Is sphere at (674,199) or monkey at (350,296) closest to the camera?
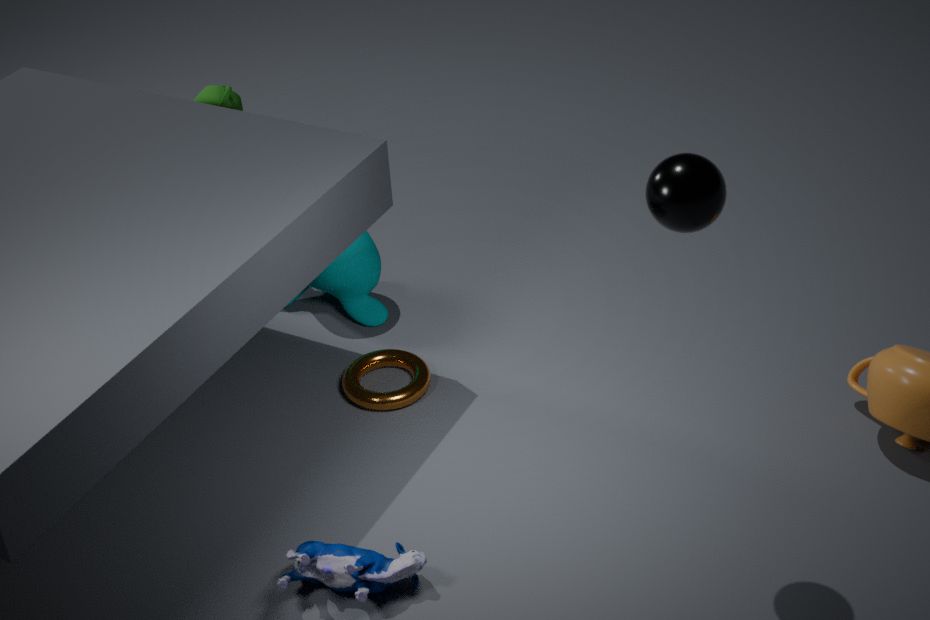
sphere at (674,199)
